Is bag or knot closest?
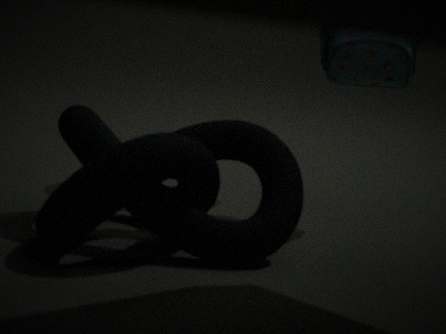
knot
